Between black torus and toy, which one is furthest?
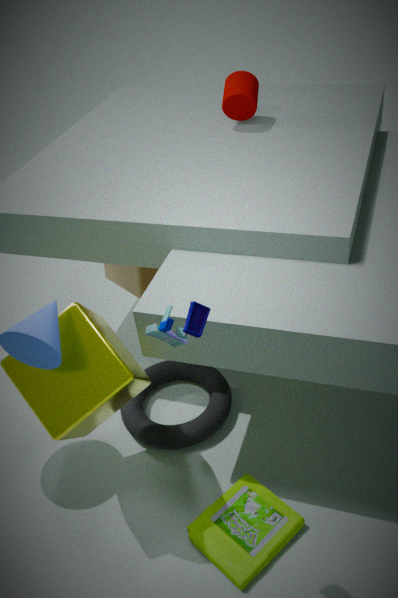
black torus
